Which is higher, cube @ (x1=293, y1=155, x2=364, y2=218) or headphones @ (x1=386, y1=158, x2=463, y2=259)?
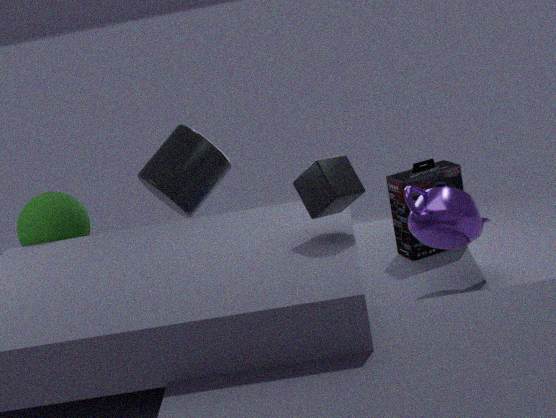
cube @ (x1=293, y1=155, x2=364, y2=218)
